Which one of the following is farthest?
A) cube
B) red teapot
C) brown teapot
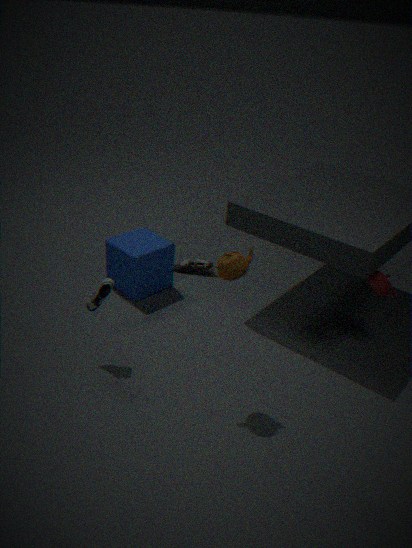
cube
